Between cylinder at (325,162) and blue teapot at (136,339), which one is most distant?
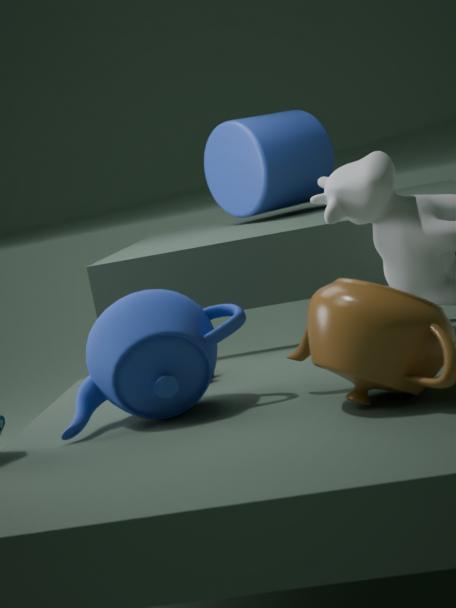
cylinder at (325,162)
